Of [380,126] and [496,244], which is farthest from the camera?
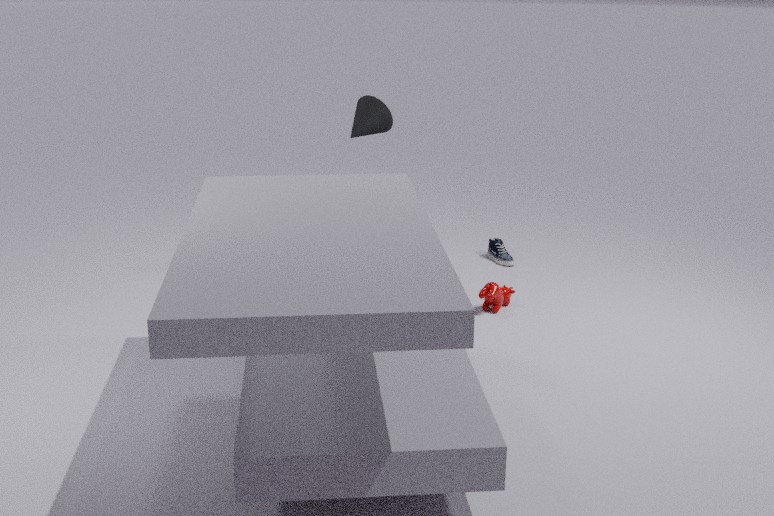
[496,244]
